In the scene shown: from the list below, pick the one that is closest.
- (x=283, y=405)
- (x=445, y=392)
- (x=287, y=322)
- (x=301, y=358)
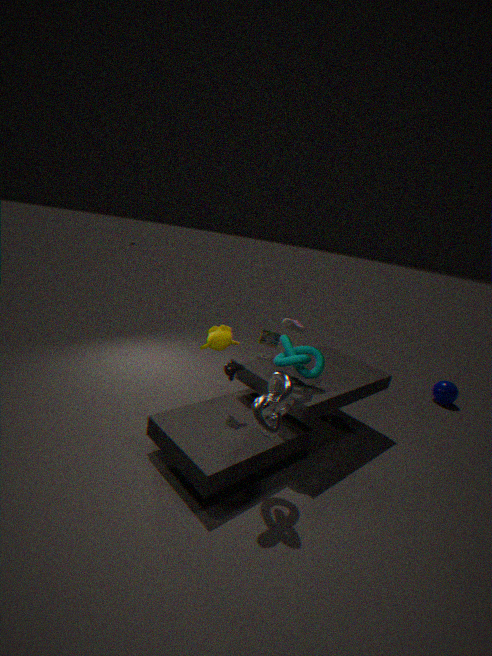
(x=283, y=405)
